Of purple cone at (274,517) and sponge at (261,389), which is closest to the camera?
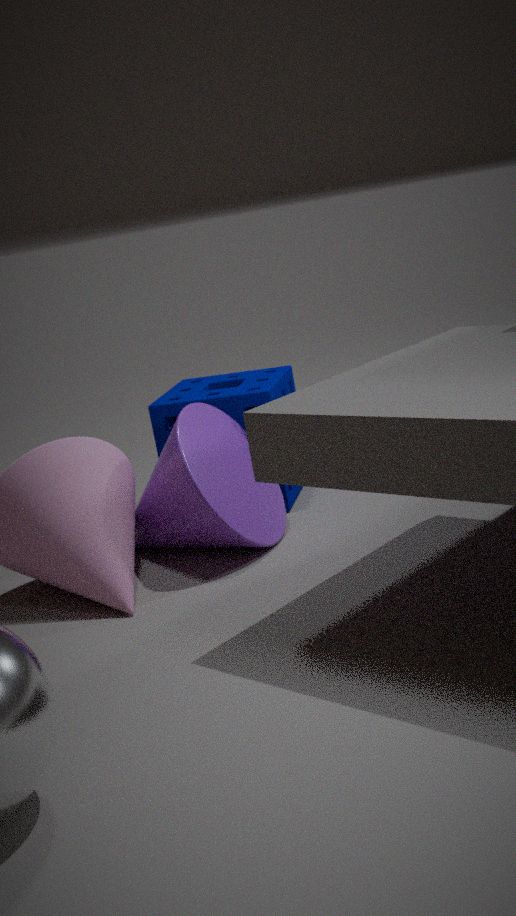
purple cone at (274,517)
